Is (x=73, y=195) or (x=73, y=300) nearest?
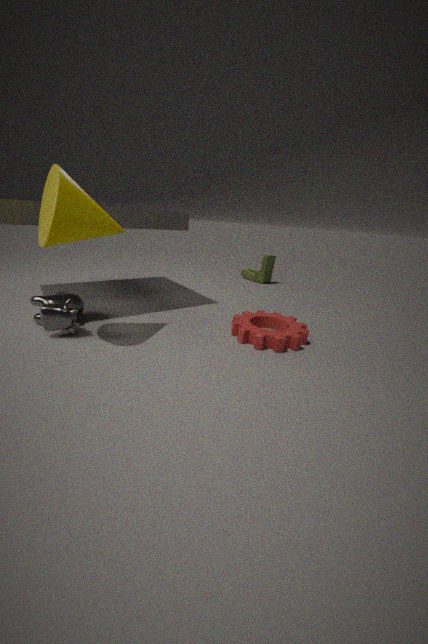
(x=73, y=195)
